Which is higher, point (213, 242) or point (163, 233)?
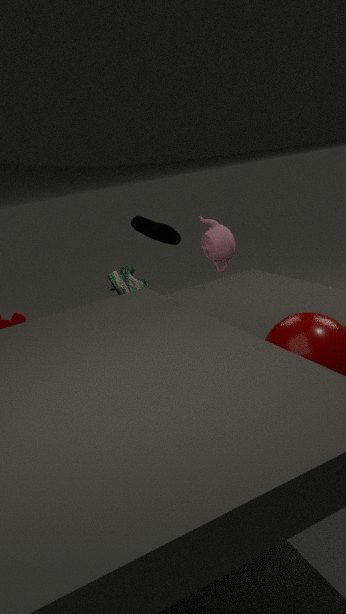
point (213, 242)
